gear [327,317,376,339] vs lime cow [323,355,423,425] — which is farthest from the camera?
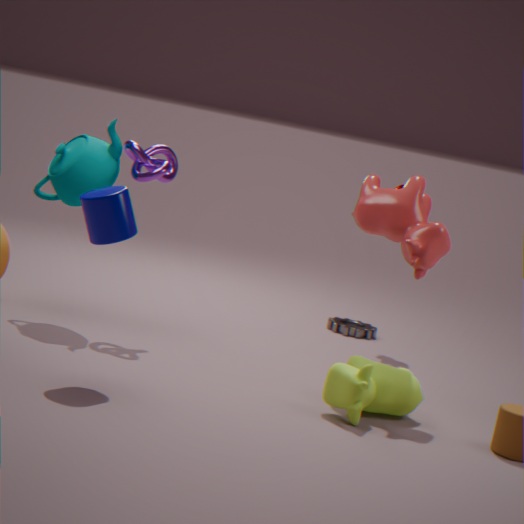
gear [327,317,376,339]
